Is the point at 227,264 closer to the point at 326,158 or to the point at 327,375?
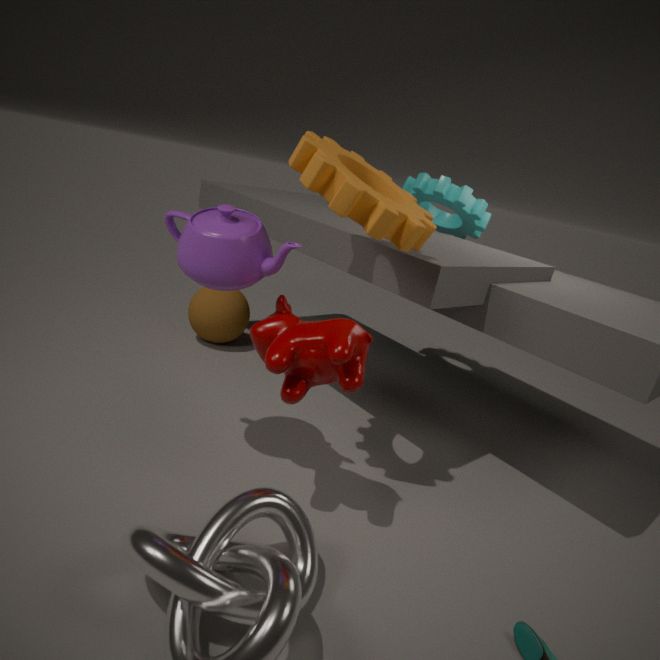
the point at 327,375
